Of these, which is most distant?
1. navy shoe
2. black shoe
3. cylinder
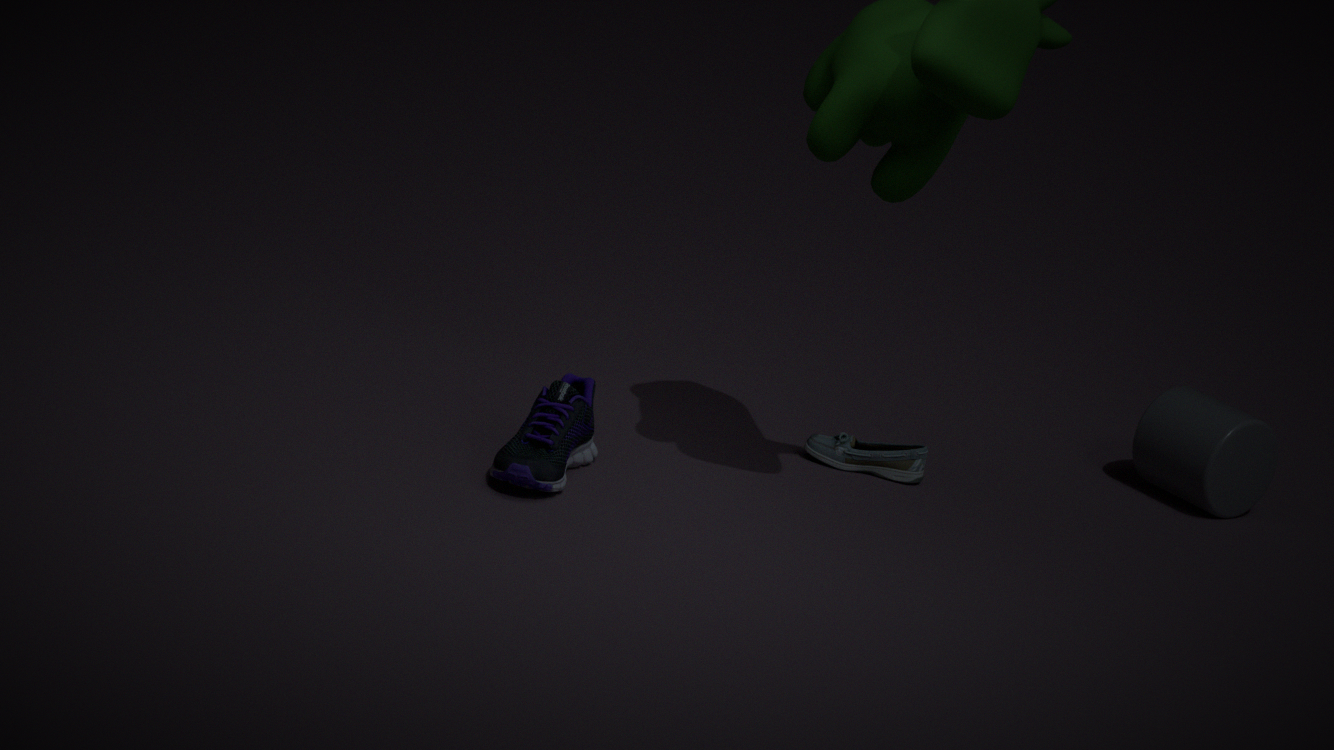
cylinder
